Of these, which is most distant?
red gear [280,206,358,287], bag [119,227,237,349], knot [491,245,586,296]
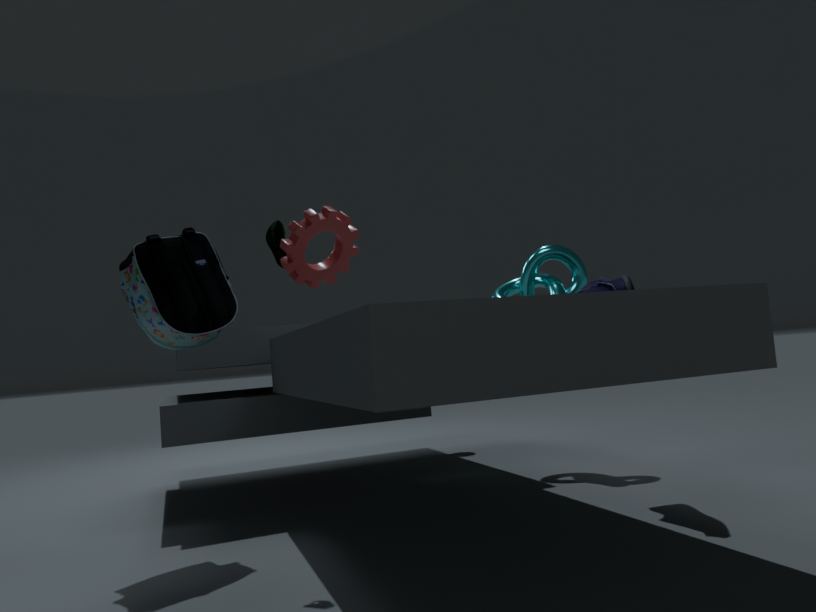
knot [491,245,586,296]
